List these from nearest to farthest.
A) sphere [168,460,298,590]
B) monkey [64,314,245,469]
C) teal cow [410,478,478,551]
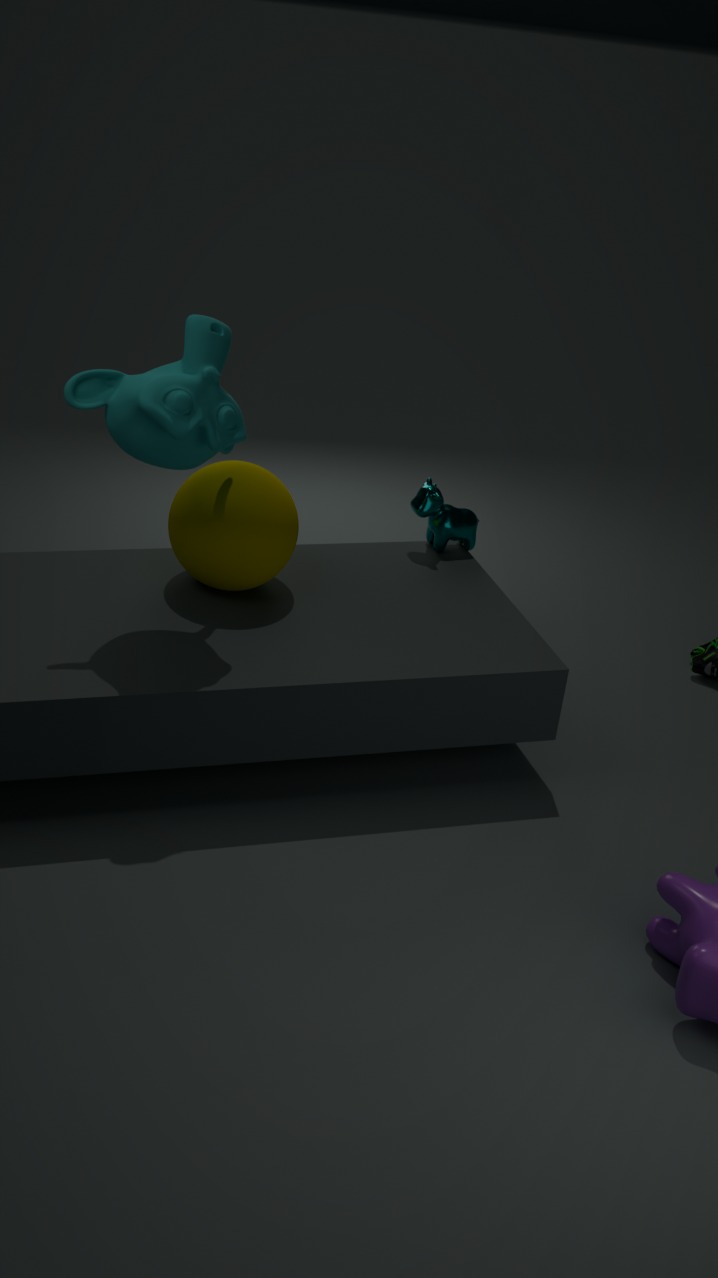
monkey [64,314,245,469]
sphere [168,460,298,590]
teal cow [410,478,478,551]
